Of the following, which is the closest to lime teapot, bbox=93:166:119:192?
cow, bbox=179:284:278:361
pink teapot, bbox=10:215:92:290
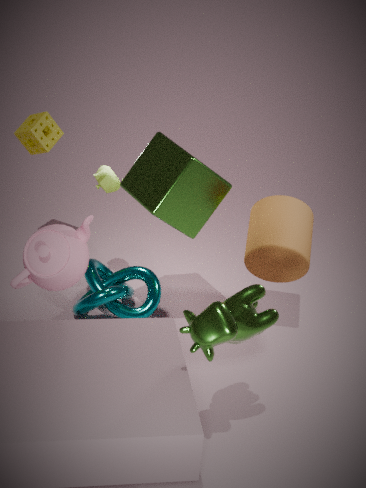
pink teapot, bbox=10:215:92:290
